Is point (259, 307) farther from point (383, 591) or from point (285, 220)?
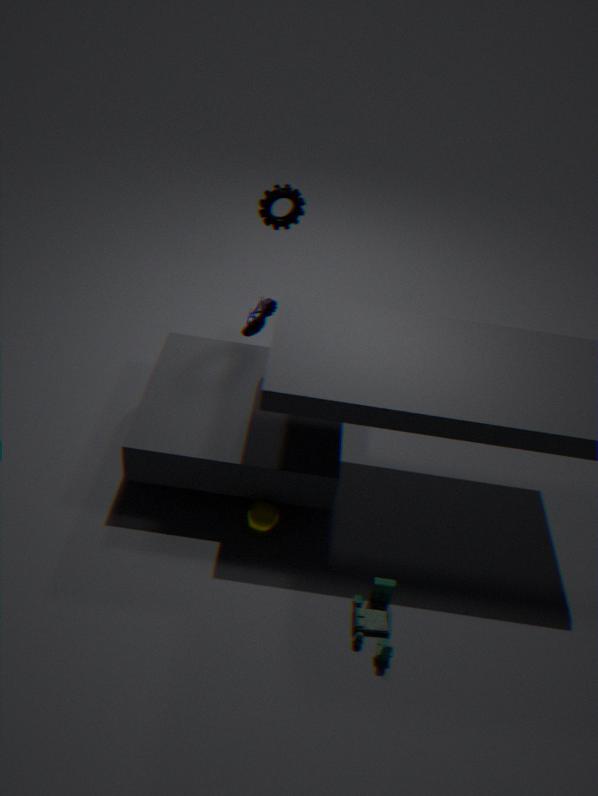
point (383, 591)
